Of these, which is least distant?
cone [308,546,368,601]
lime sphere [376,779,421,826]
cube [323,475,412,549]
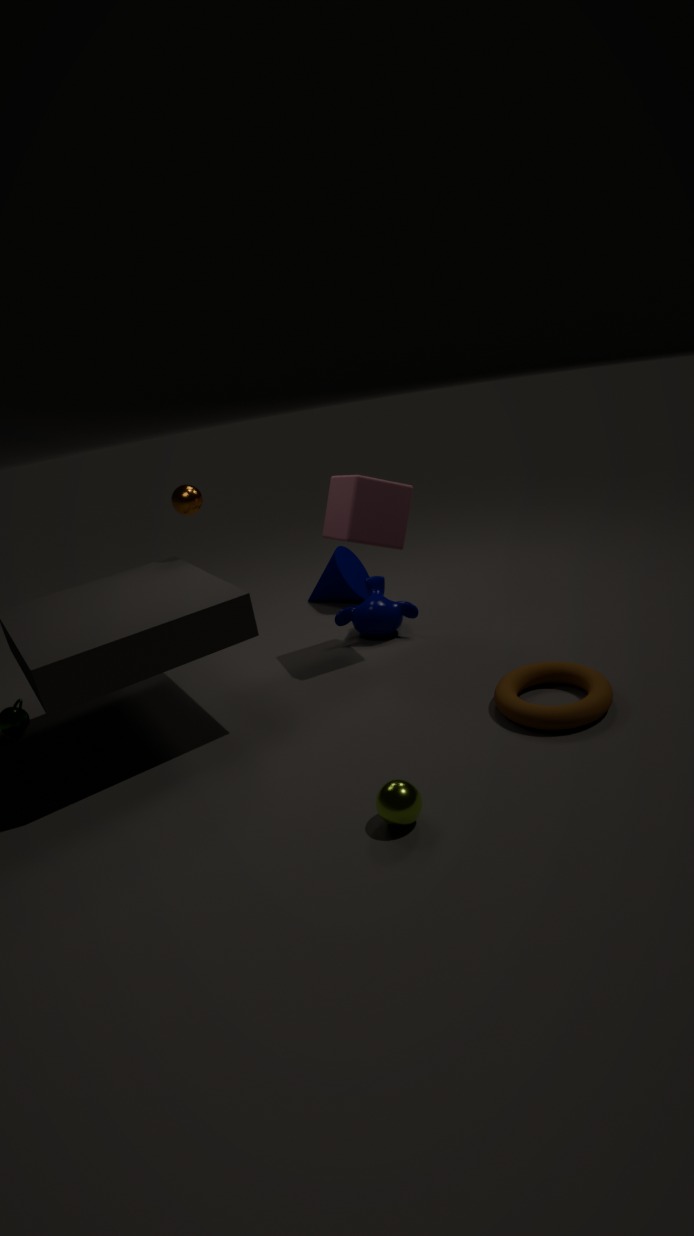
lime sphere [376,779,421,826]
